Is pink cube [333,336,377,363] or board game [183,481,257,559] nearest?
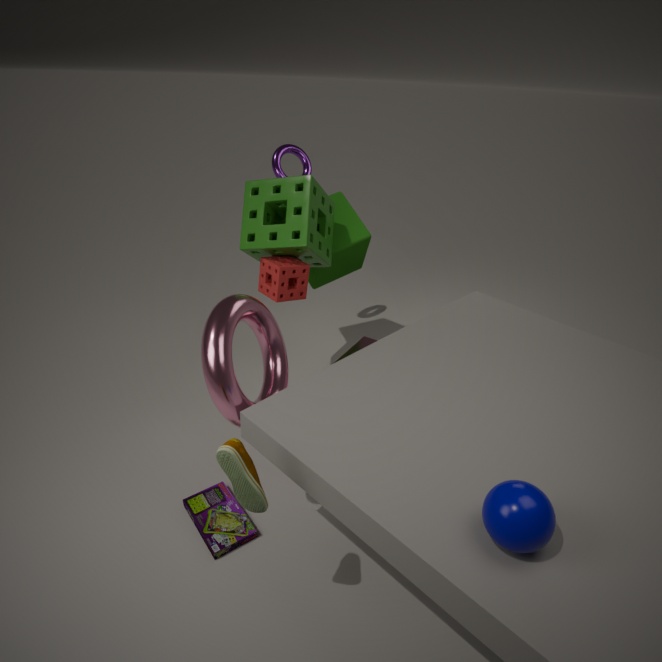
board game [183,481,257,559]
